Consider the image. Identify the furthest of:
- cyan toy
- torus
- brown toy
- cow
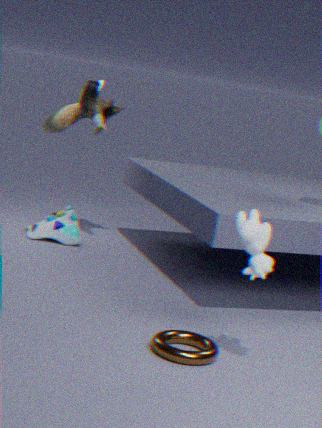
cyan toy
